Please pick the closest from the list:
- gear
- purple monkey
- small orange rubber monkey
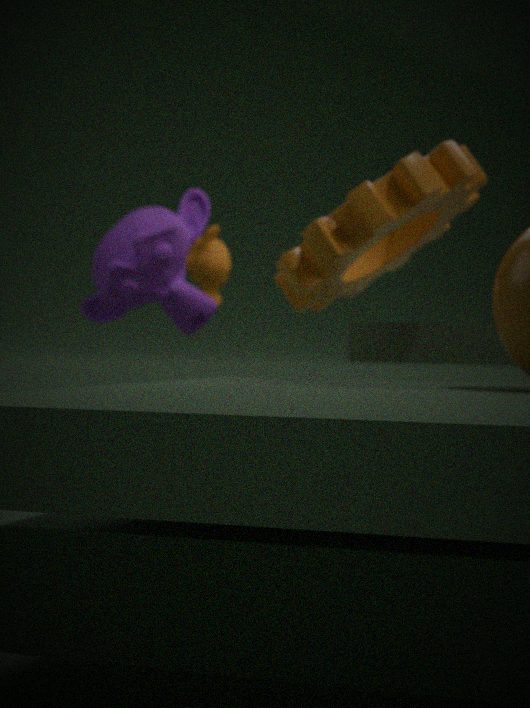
gear
